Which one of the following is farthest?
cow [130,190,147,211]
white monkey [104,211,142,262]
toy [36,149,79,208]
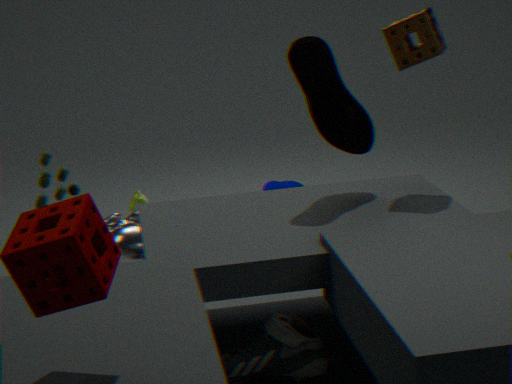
cow [130,190,147,211]
